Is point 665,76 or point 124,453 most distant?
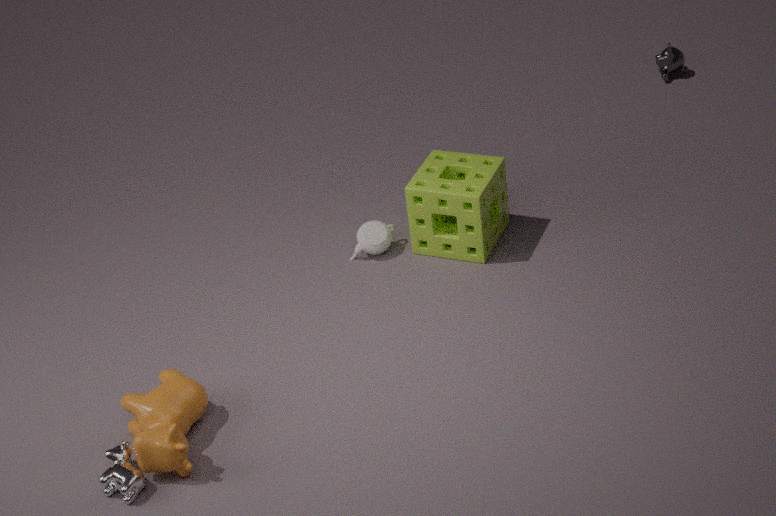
point 665,76
